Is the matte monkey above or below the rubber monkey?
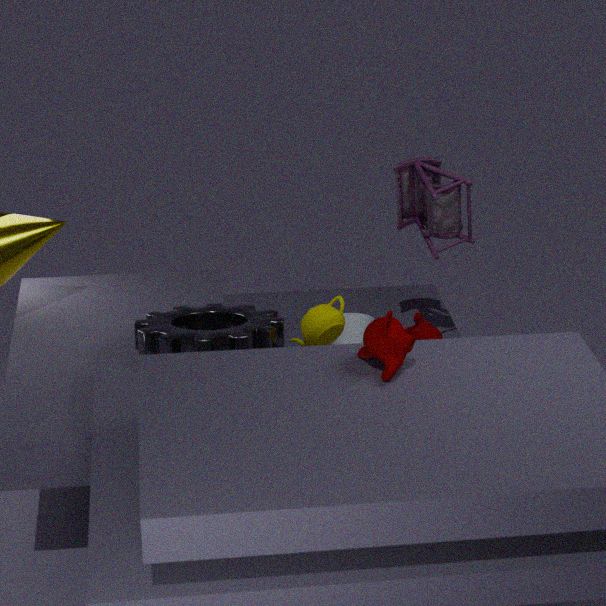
above
